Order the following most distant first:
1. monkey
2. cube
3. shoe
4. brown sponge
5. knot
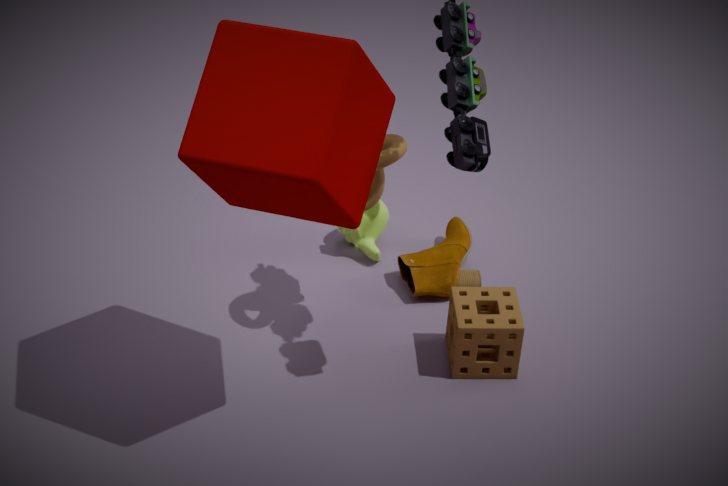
1. monkey
2. shoe
3. brown sponge
4. knot
5. cube
